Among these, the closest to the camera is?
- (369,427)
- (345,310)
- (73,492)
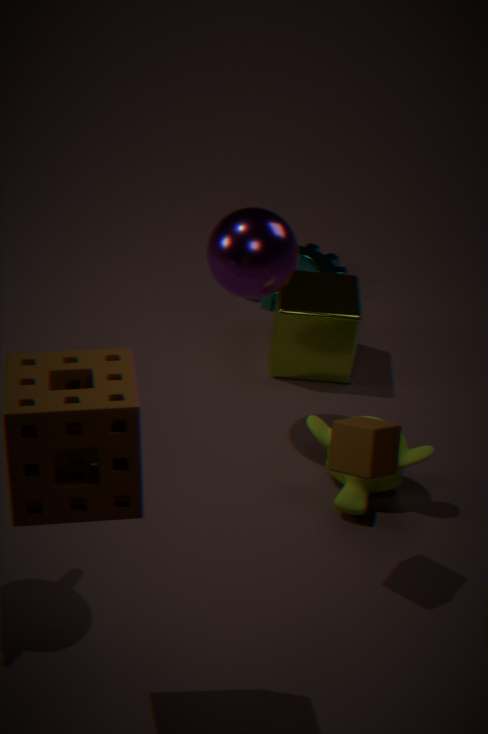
(73,492)
